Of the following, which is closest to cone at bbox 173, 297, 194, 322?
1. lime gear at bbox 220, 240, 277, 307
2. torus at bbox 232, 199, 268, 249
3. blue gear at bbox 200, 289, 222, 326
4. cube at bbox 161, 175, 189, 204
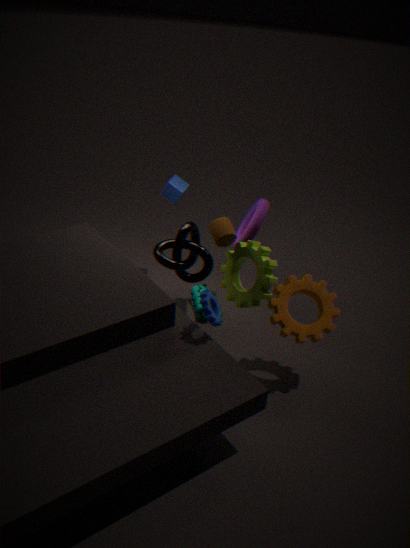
lime gear at bbox 220, 240, 277, 307
